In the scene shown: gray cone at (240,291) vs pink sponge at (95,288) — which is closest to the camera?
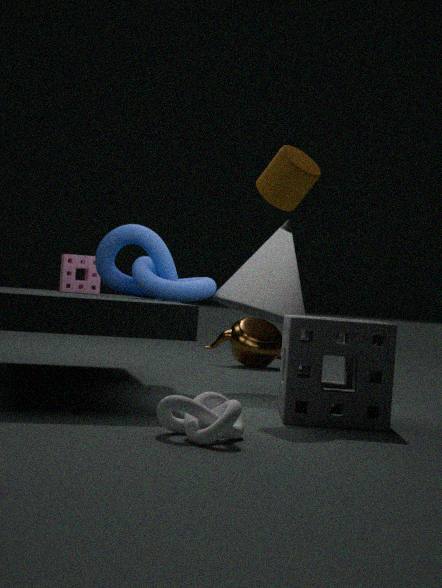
gray cone at (240,291)
